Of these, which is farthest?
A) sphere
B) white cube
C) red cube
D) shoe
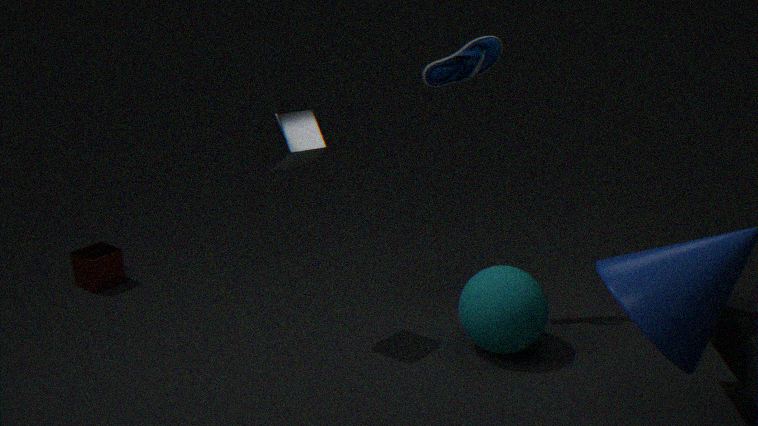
red cube
